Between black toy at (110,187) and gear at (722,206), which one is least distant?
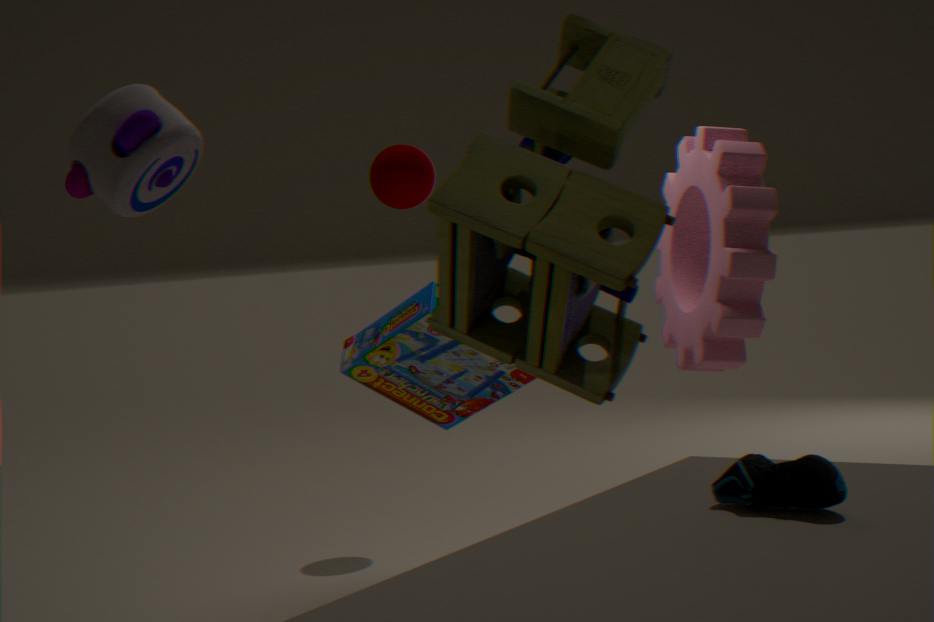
black toy at (110,187)
